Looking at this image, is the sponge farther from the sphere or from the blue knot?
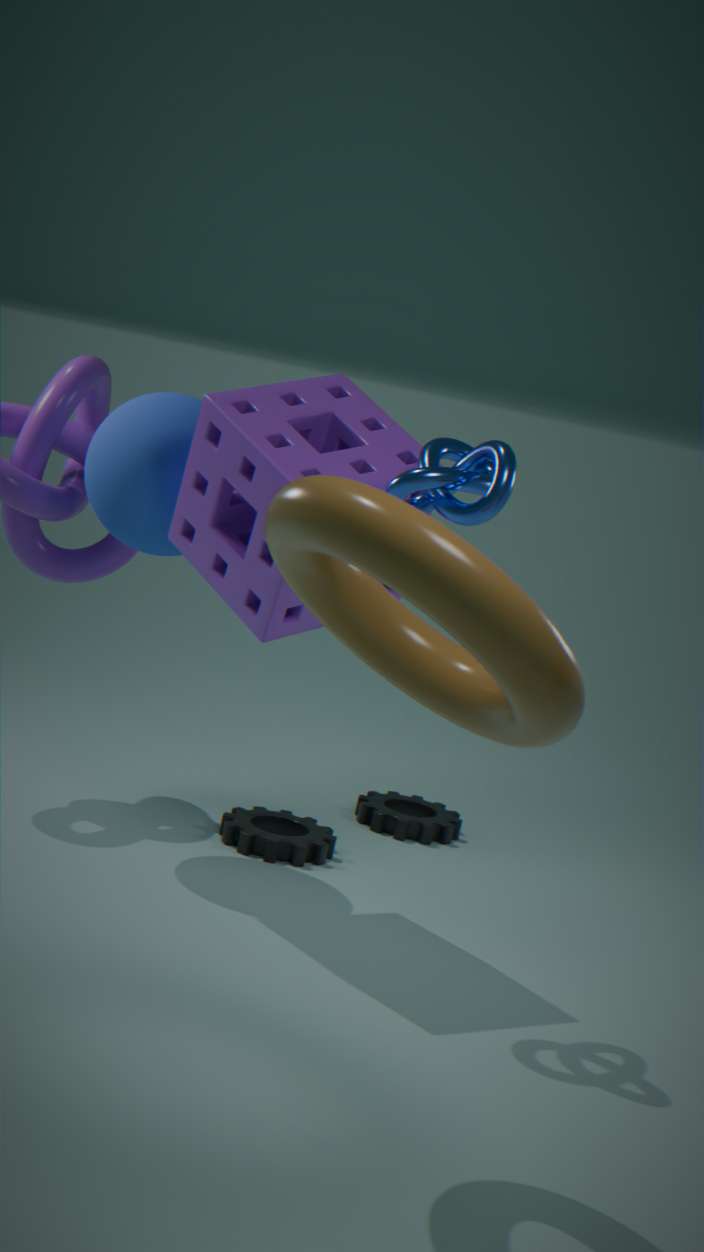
the blue knot
